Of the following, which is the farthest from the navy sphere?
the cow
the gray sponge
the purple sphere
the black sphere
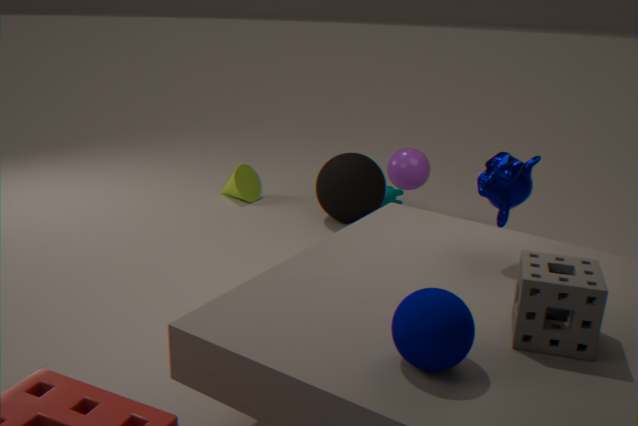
the cow
